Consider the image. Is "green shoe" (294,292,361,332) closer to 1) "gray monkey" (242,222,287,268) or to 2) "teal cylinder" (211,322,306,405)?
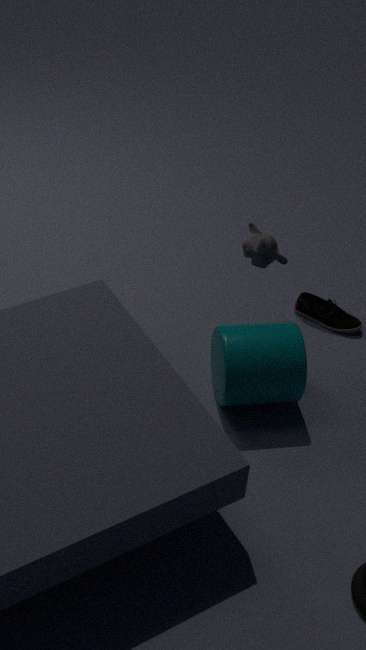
2) "teal cylinder" (211,322,306,405)
